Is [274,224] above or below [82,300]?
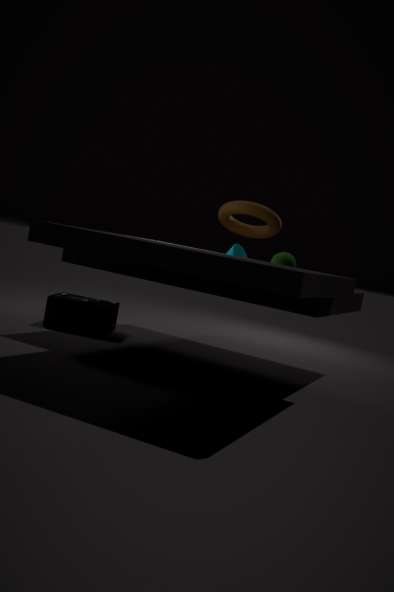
above
